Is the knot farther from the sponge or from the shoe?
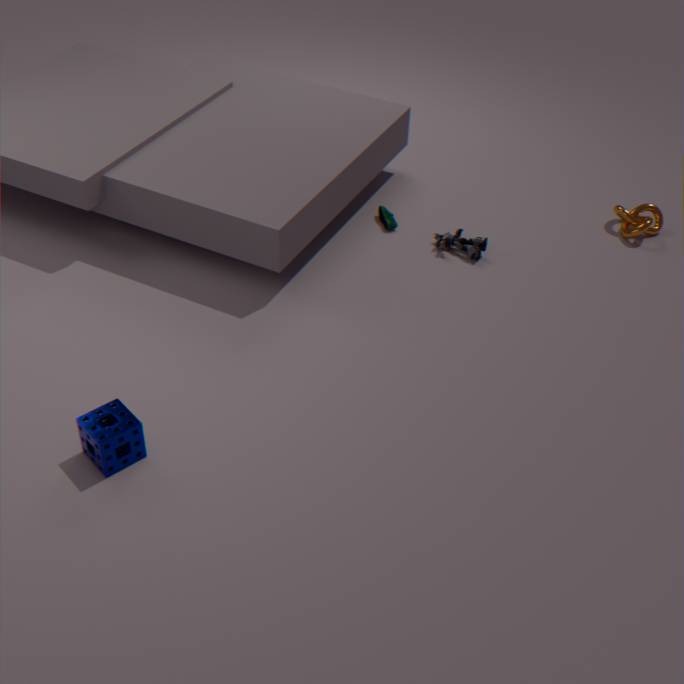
the sponge
